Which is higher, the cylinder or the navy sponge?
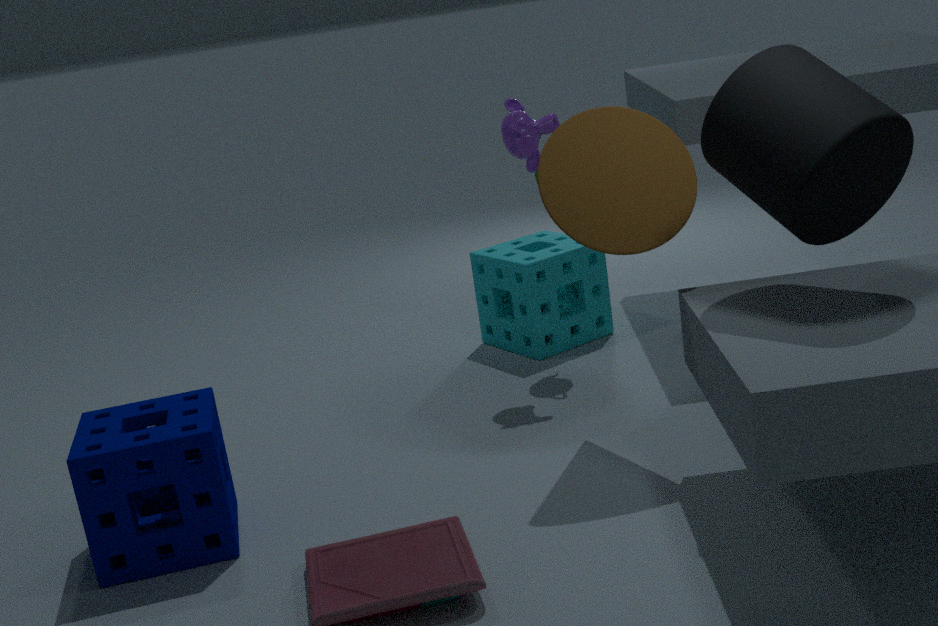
the cylinder
